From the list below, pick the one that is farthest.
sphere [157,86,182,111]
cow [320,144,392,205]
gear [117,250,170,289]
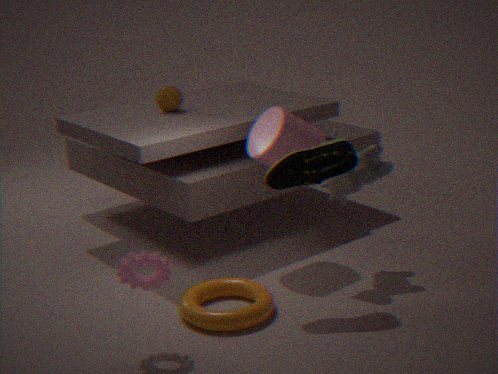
sphere [157,86,182,111]
